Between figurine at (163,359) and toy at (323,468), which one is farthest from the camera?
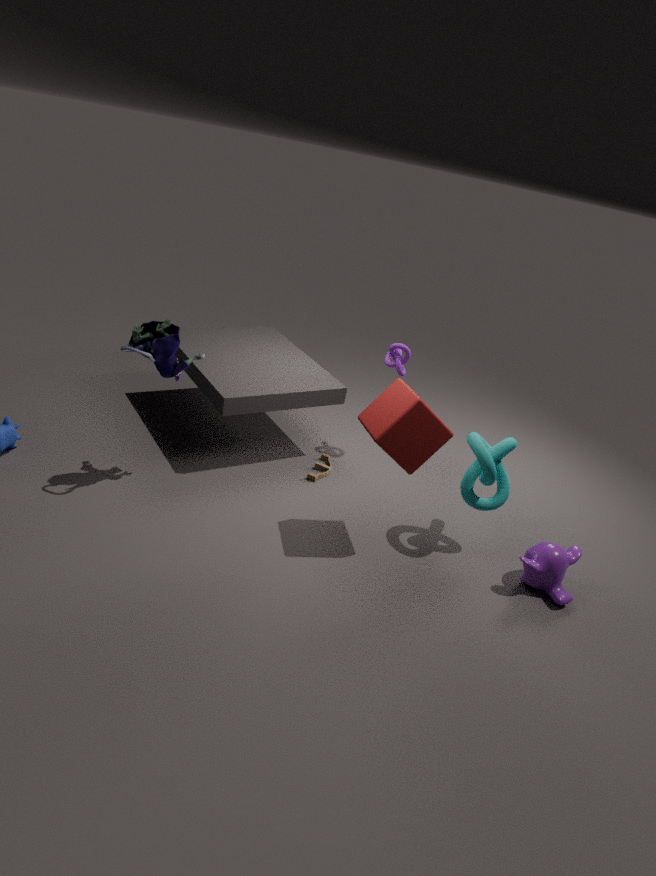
toy at (323,468)
